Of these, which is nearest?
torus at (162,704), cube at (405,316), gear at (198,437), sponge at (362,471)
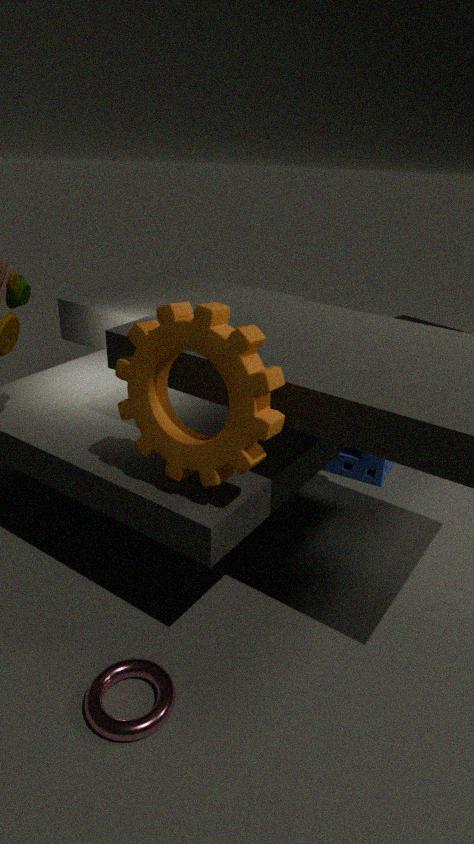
gear at (198,437)
